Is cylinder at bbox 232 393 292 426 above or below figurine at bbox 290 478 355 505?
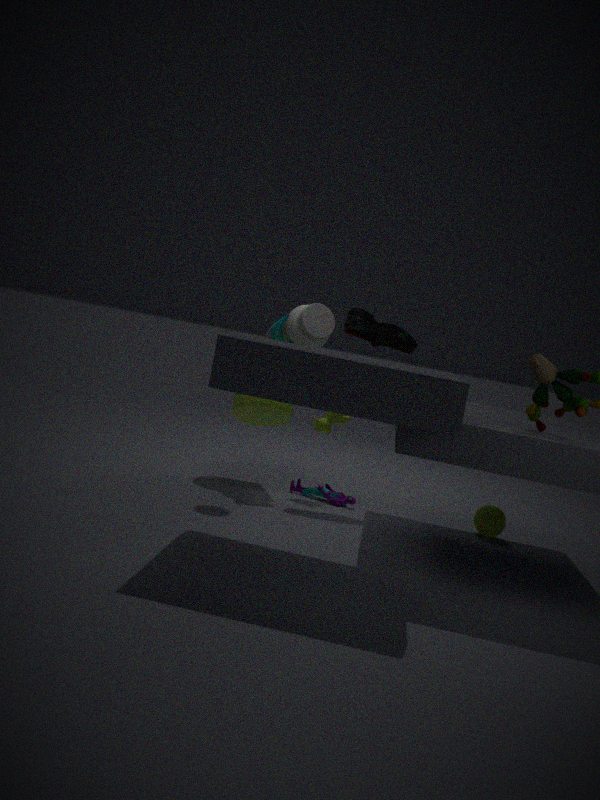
above
